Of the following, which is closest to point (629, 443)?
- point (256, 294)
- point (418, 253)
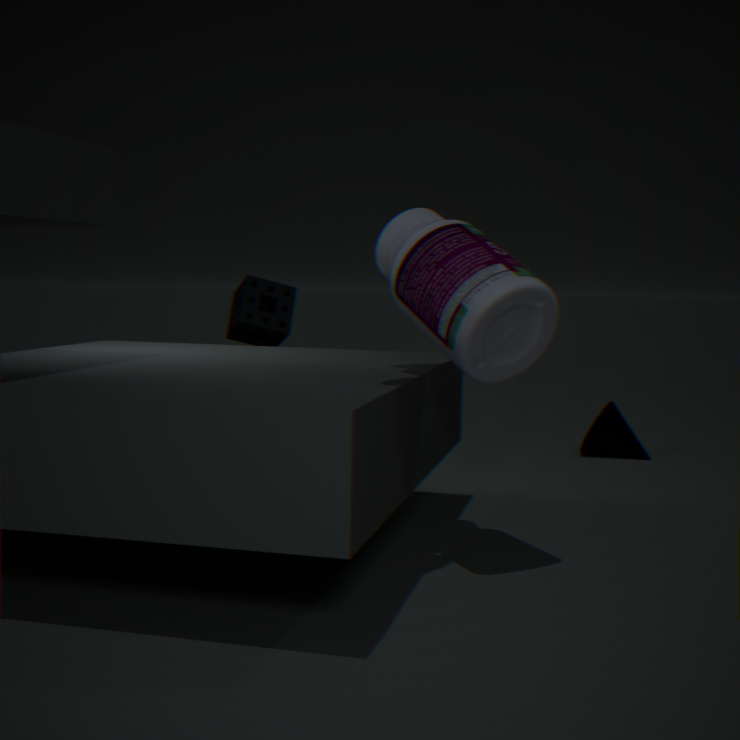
point (256, 294)
